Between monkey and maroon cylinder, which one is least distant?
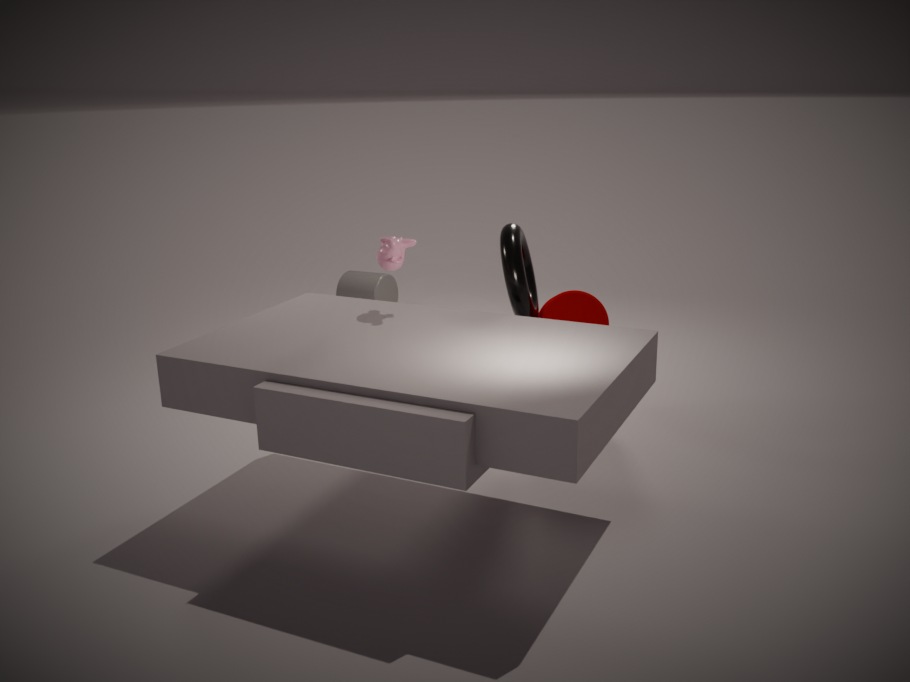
monkey
